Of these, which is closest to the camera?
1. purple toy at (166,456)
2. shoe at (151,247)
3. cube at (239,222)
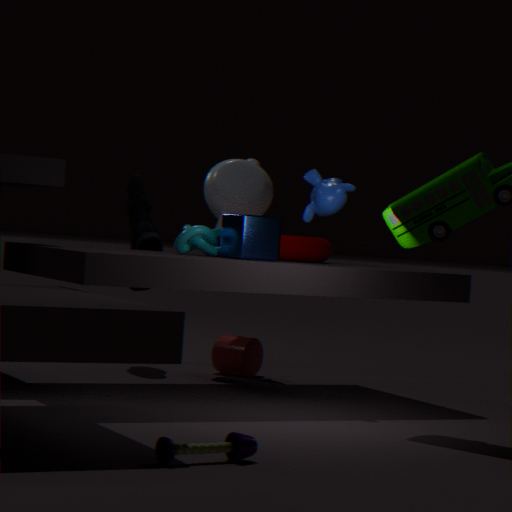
purple toy at (166,456)
